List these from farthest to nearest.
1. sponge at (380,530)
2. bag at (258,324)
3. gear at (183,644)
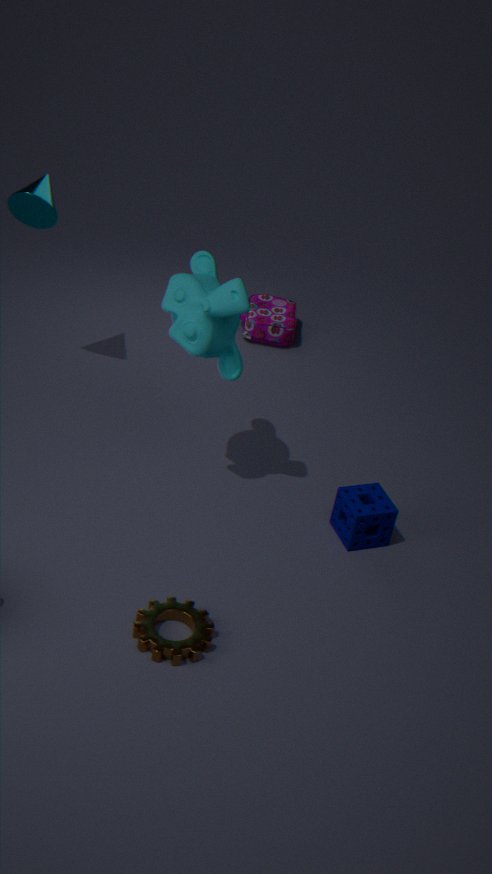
bag at (258,324) → sponge at (380,530) → gear at (183,644)
